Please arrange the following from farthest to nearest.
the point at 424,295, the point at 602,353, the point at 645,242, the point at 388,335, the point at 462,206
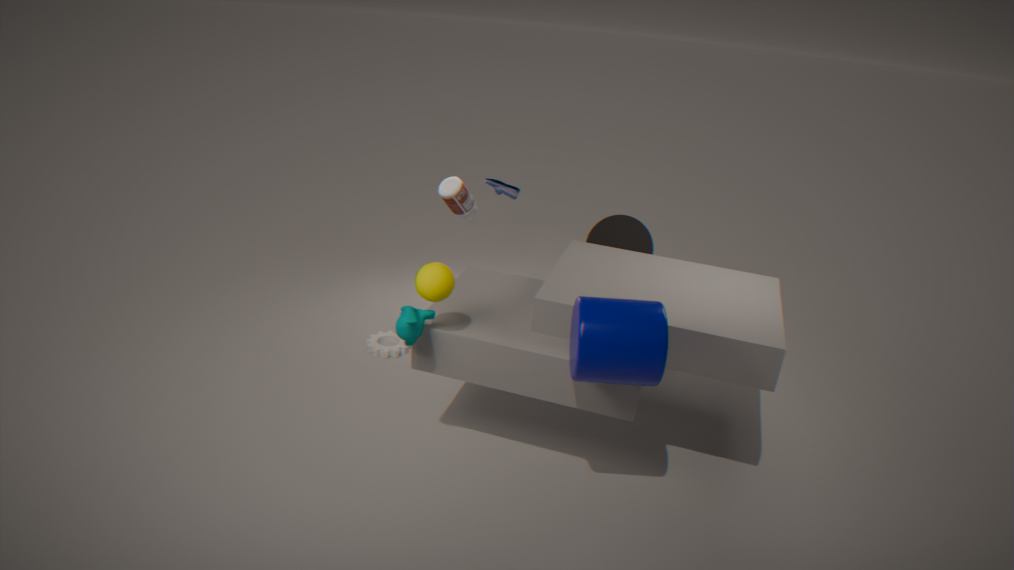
the point at 462,206 → the point at 388,335 → the point at 645,242 → the point at 424,295 → the point at 602,353
